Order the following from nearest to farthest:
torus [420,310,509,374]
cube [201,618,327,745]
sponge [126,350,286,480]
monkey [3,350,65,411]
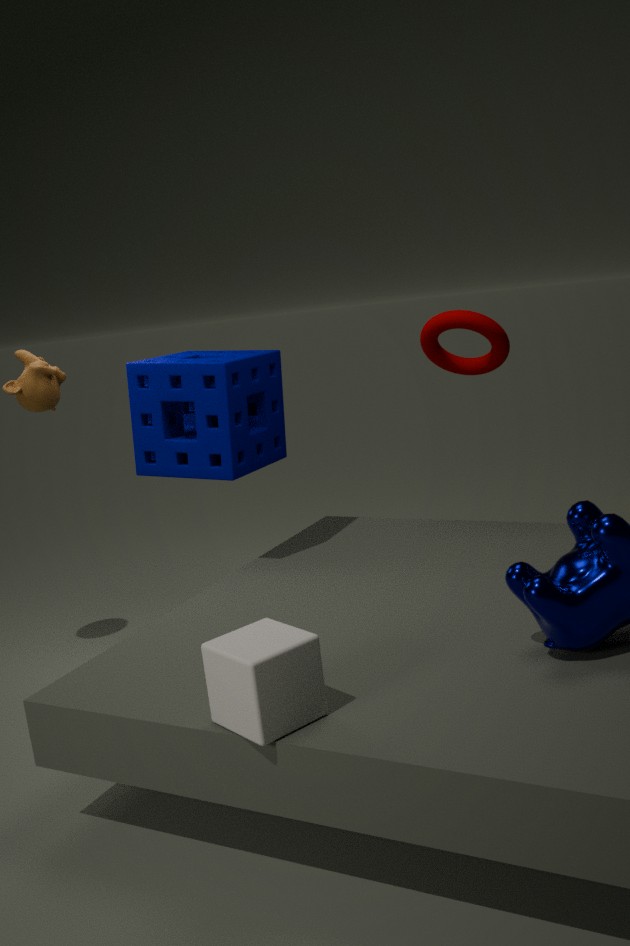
cube [201,618,327,745]
torus [420,310,509,374]
monkey [3,350,65,411]
sponge [126,350,286,480]
